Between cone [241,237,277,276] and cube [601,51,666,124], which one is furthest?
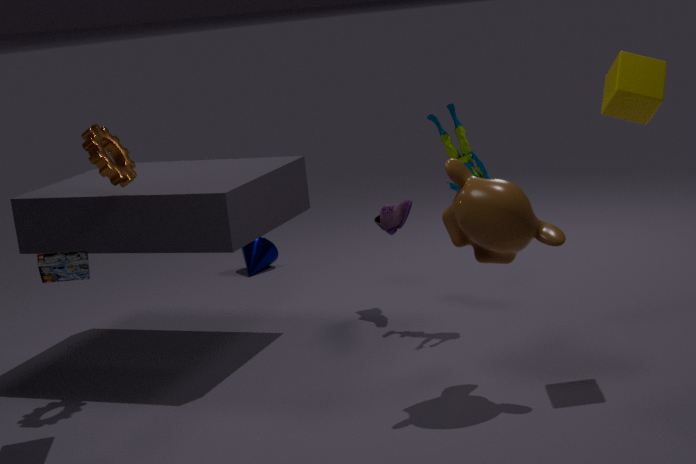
cone [241,237,277,276]
